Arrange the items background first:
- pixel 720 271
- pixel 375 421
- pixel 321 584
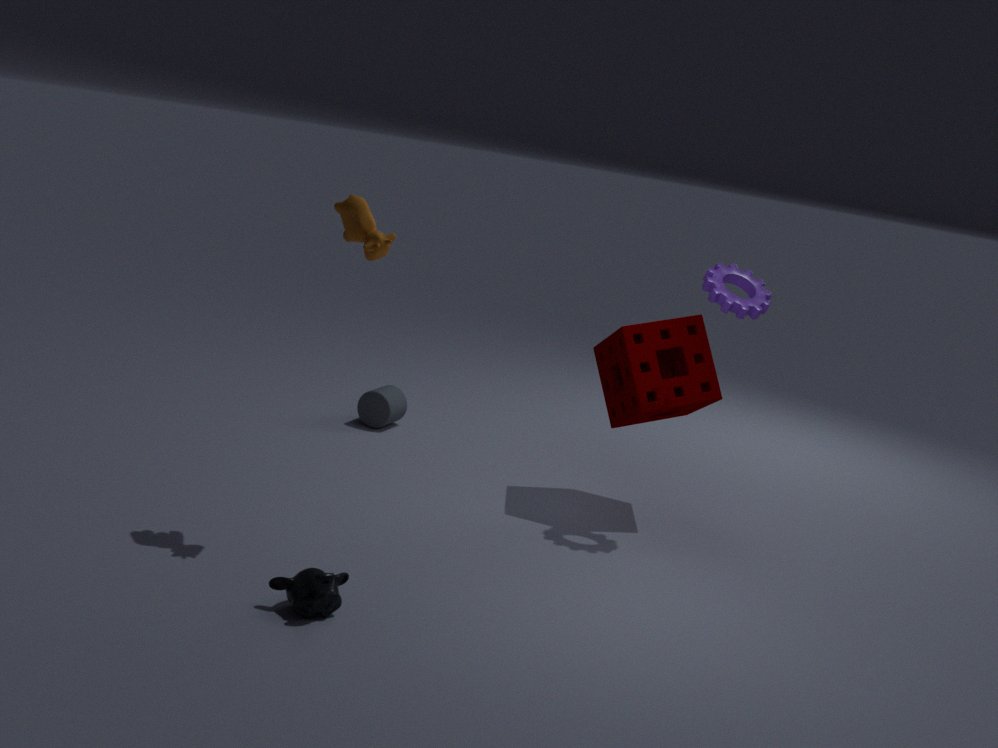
pixel 375 421 < pixel 720 271 < pixel 321 584
